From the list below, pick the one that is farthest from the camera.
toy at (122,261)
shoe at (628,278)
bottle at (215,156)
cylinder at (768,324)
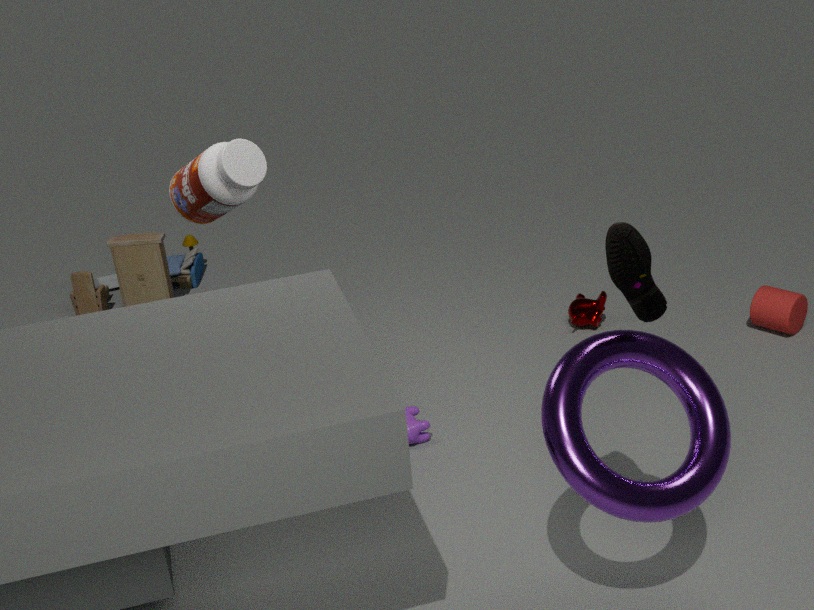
toy at (122,261)
